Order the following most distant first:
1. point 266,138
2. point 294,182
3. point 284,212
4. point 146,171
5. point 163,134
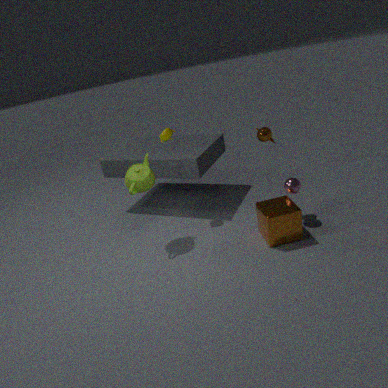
point 163,134 < point 266,138 < point 146,171 < point 294,182 < point 284,212
